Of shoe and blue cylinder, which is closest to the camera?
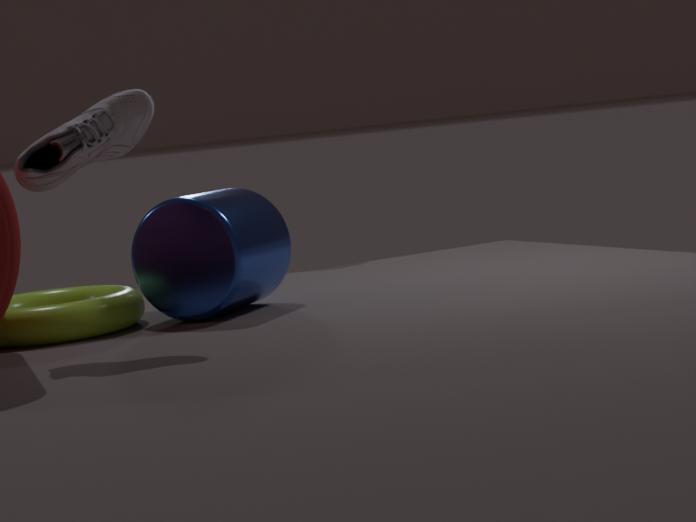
shoe
